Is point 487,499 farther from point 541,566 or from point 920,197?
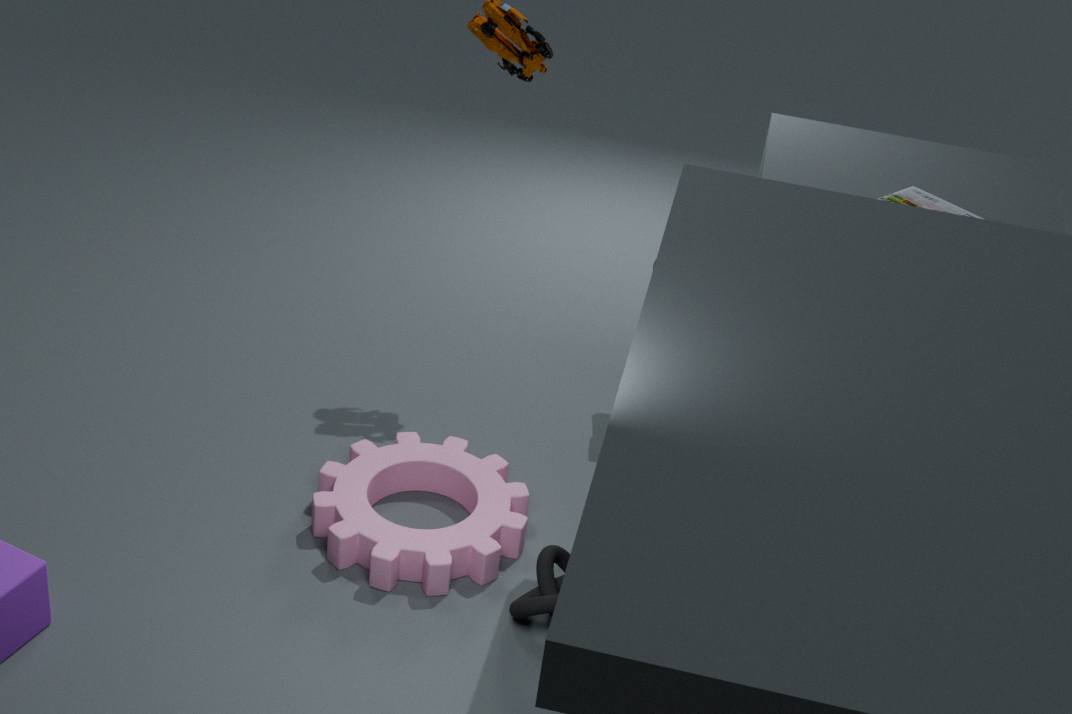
point 920,197
